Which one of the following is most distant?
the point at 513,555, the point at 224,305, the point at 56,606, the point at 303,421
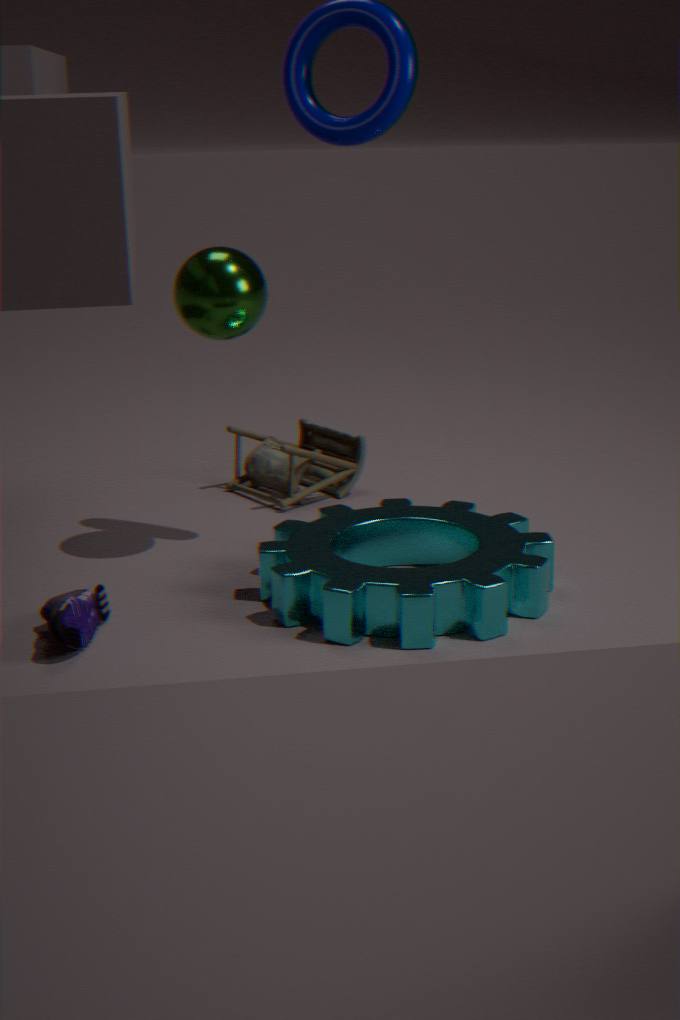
the point at 303,421
